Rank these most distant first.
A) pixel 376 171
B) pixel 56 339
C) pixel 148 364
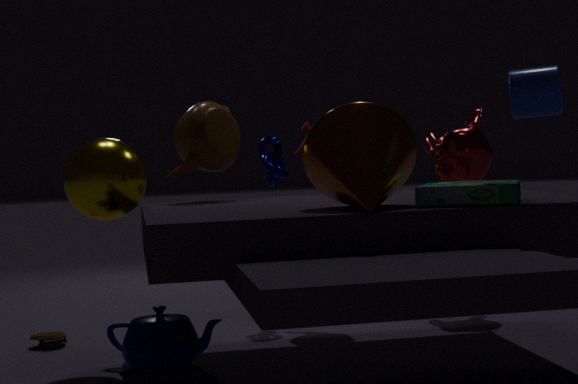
pixel 56 339, pixel 148 364, pixel 376 171
